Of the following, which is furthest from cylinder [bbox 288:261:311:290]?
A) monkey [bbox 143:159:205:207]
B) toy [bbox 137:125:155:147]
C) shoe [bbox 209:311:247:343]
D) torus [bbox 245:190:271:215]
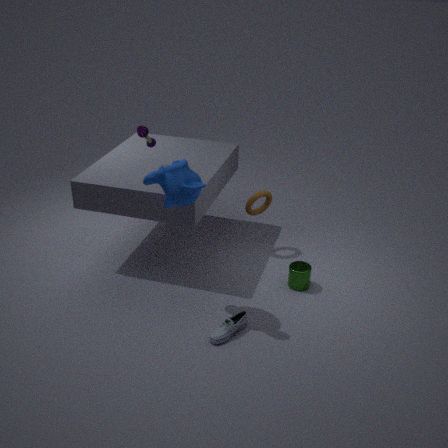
toy [bbox 137:125:155:147]
